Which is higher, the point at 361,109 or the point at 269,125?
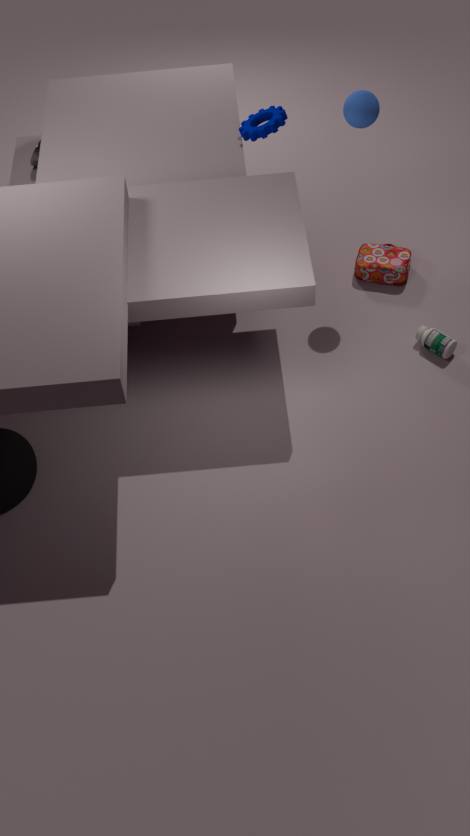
the point at 361,109
